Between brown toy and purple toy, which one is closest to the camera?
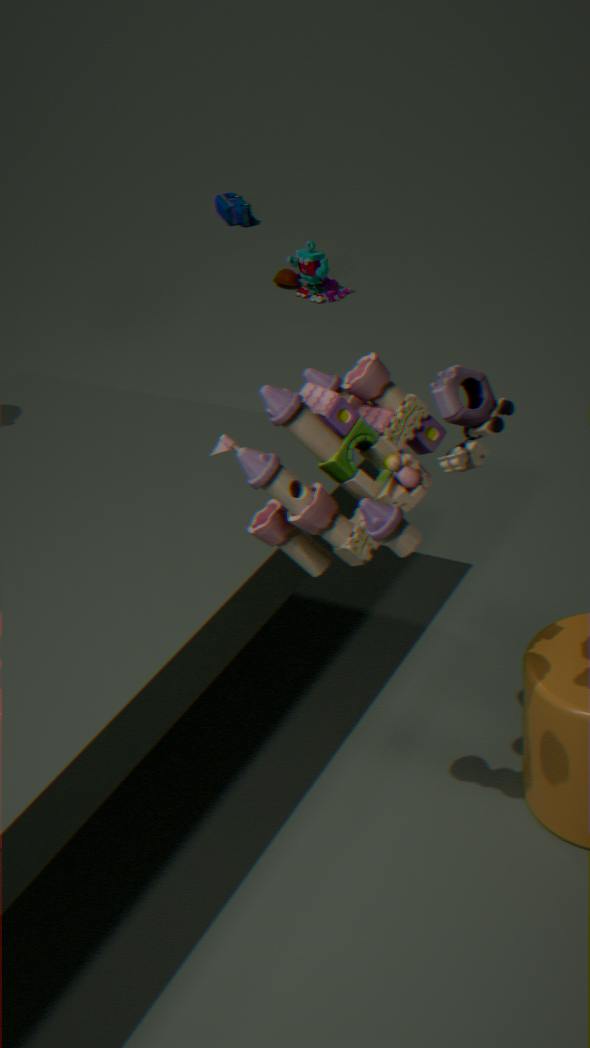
brown toy
